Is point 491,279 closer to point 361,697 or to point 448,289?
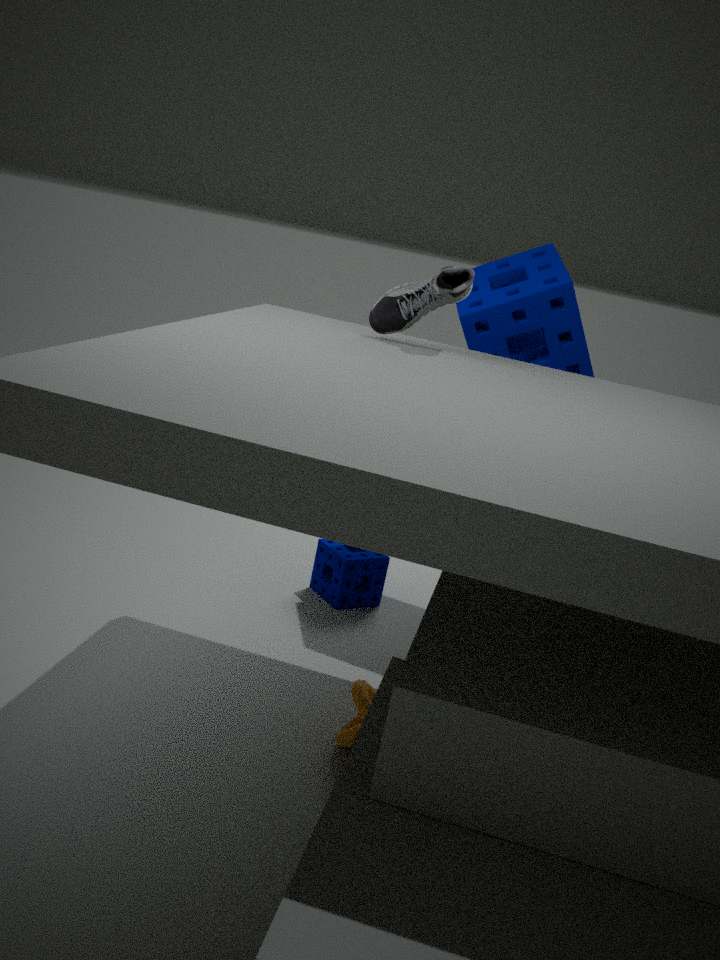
point 448,289
